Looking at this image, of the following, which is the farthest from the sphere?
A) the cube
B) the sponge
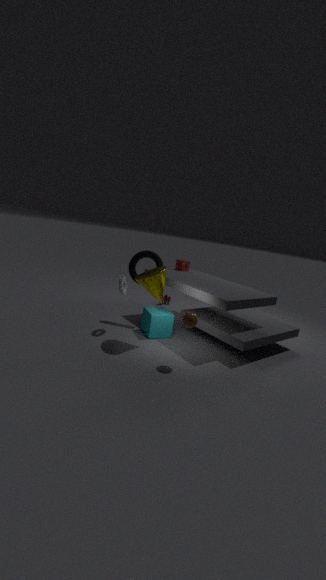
the sponge
